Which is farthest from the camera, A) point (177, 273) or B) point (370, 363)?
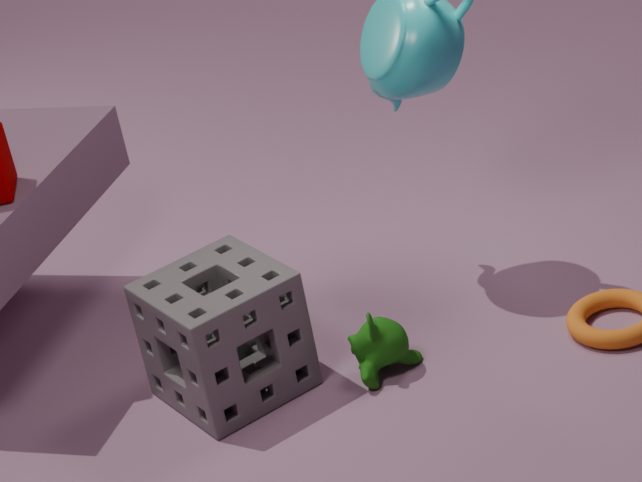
A. point (177, 273)
